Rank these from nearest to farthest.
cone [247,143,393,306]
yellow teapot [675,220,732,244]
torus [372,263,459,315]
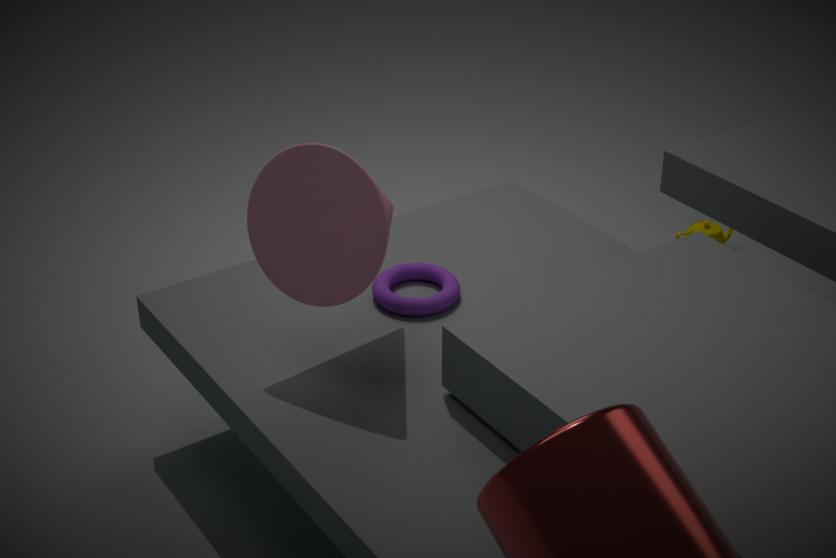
Result: cone [247,143,393,306]
torus [372,263,459,315]
yellow teapot [675,220,732,244]
